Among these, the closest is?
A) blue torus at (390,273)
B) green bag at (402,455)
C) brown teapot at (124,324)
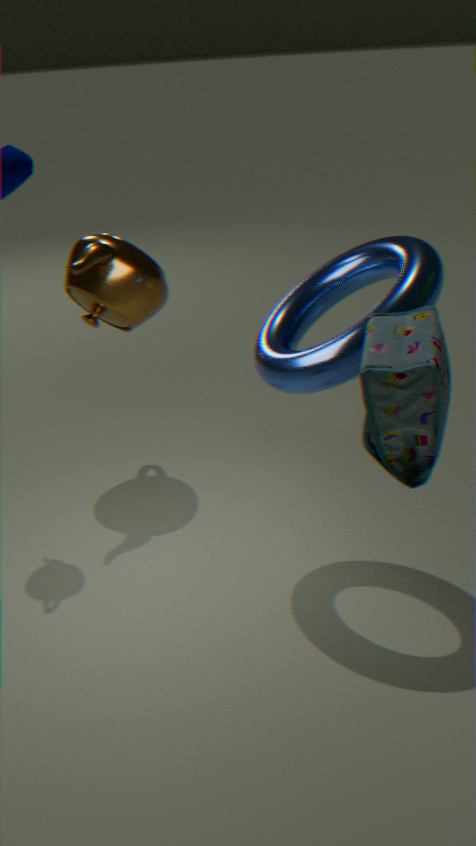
green bag at (402,455)
